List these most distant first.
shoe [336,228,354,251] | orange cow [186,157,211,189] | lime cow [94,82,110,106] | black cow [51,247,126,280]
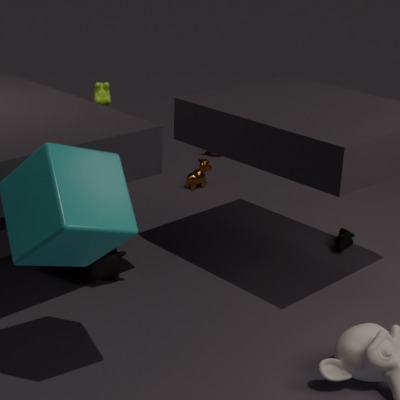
1. orange cow [186,157,211,189]
2. lime cow [94,82,110,106]
3. shoe [336,228,354,251]
4. black cow [51,247,126,280]
